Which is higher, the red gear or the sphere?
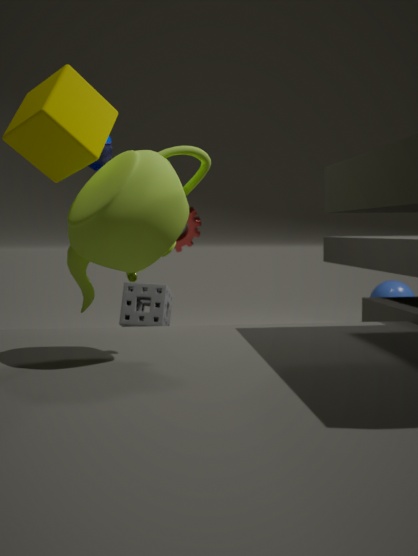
the red gear
